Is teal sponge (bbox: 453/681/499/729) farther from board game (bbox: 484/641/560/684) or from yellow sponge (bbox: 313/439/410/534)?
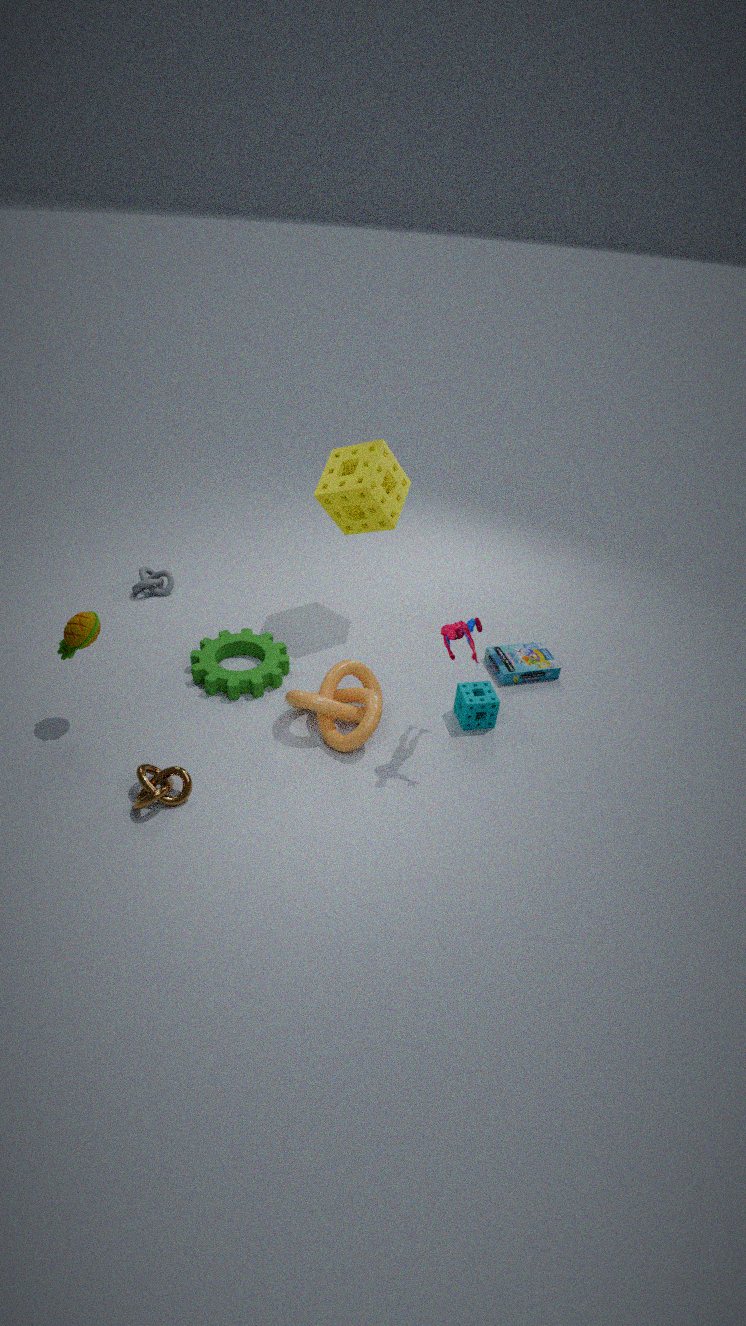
yellow sponge (bbox: 313/439/410/534)
